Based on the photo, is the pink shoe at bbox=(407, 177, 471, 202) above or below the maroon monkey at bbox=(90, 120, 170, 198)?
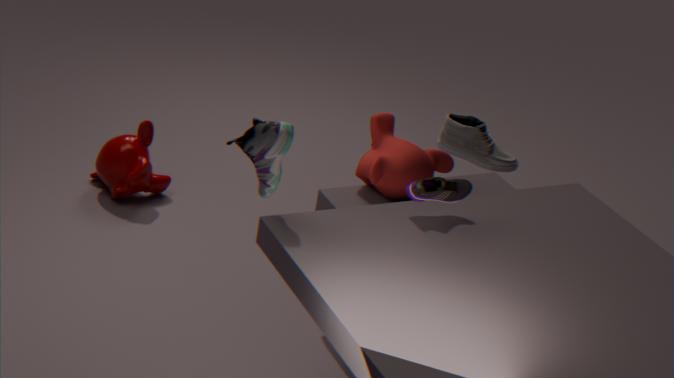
above
